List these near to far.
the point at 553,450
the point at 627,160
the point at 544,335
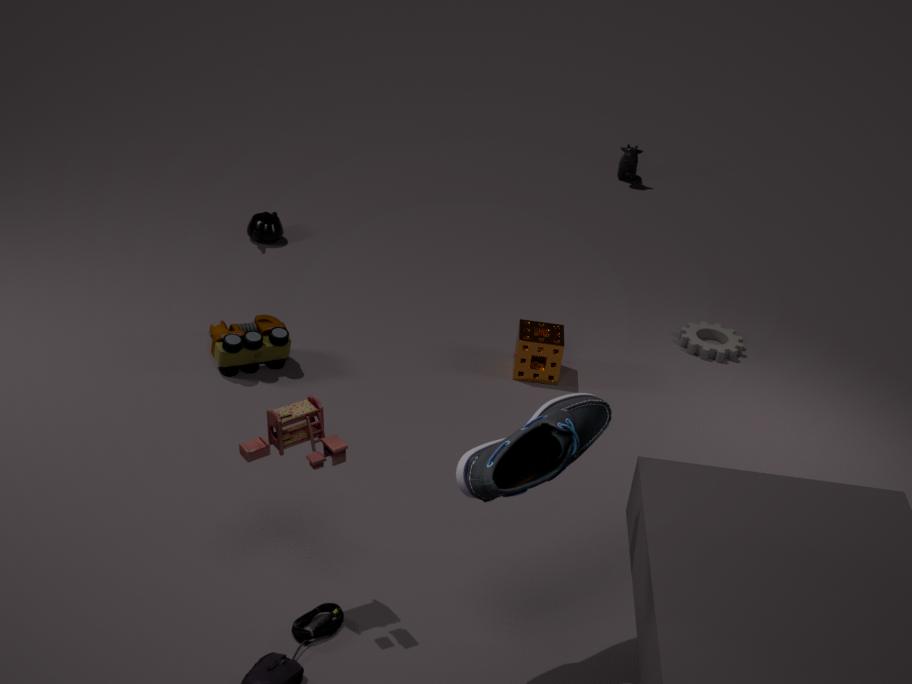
the point at 553,450 → the point at 544,335 → the point at 627,160
